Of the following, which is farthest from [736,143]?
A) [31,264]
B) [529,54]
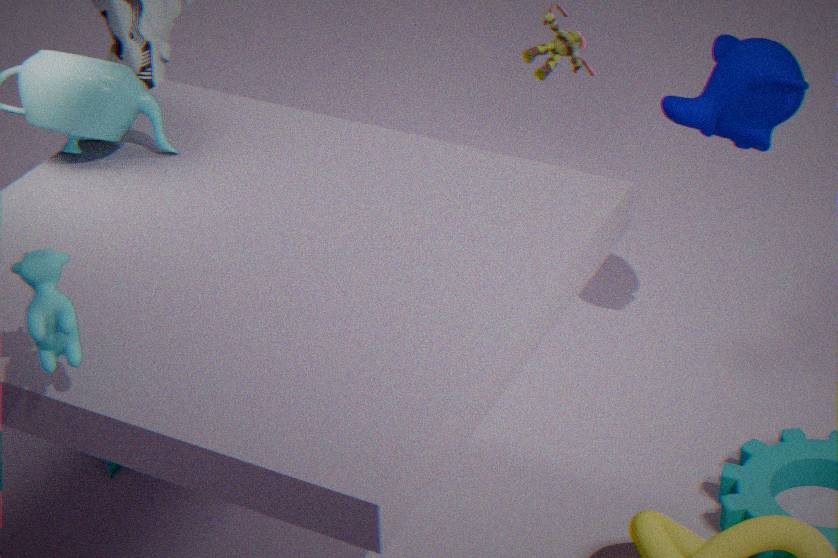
[31,264]
